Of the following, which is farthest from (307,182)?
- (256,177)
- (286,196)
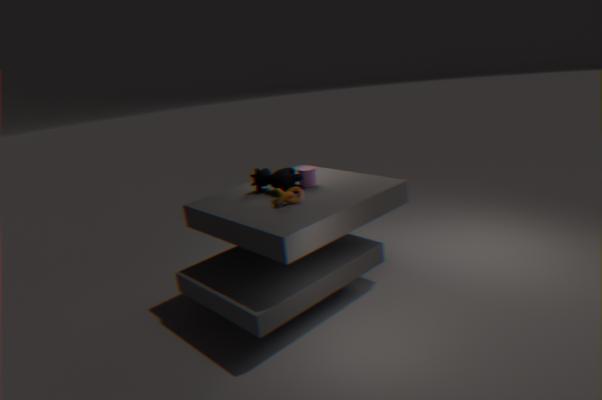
(286,196)
